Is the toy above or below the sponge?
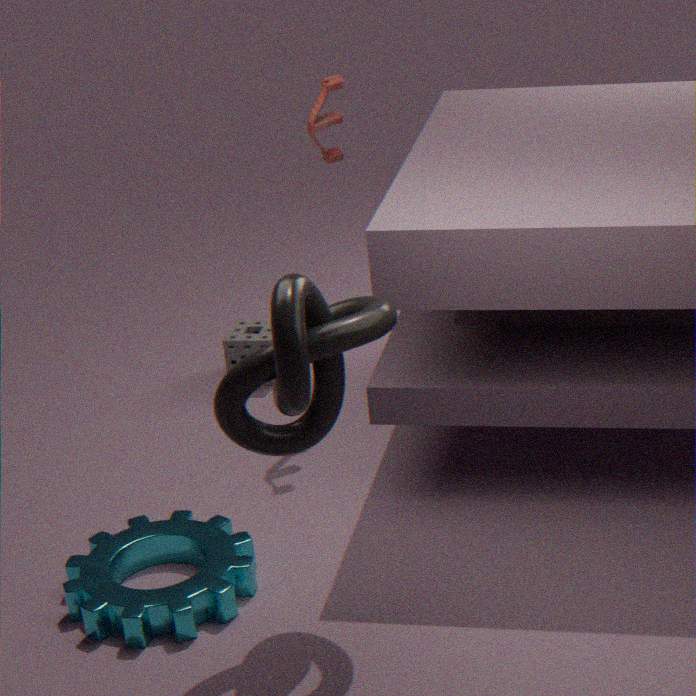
above
